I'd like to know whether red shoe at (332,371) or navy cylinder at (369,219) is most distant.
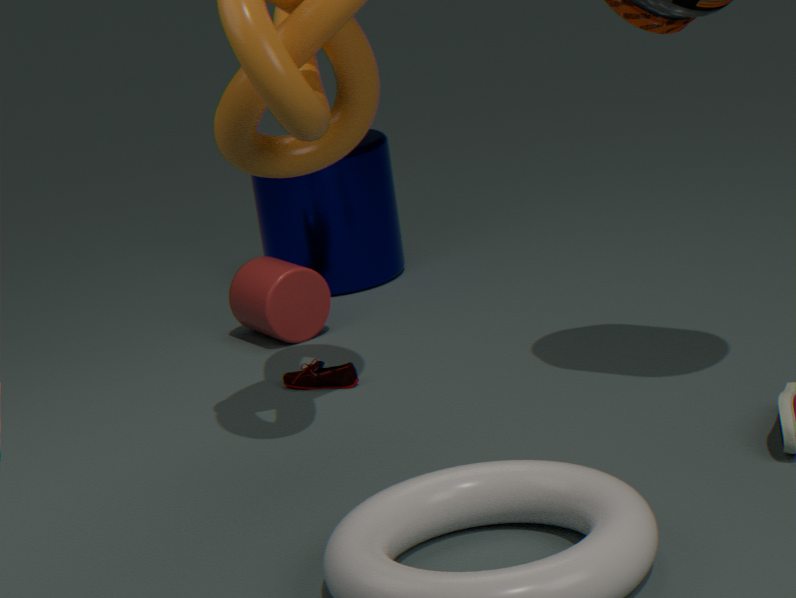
navy cylinder at (369,219)
